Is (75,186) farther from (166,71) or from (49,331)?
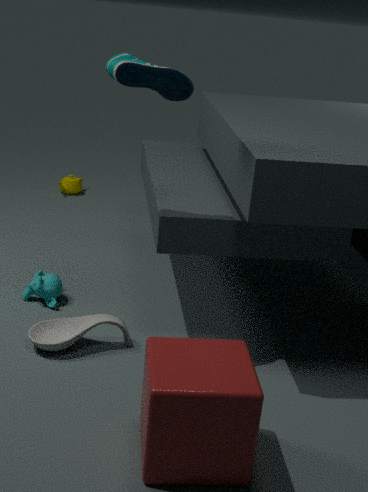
(166,71)
